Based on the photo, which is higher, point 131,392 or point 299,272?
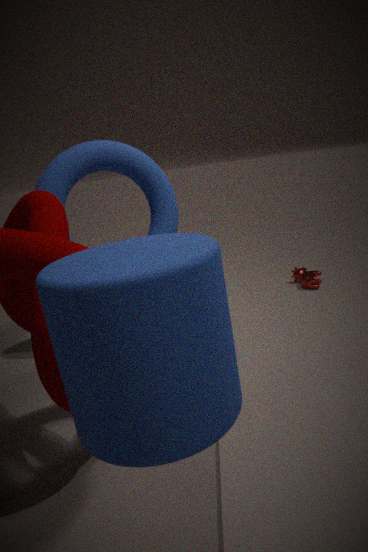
point 131,392
